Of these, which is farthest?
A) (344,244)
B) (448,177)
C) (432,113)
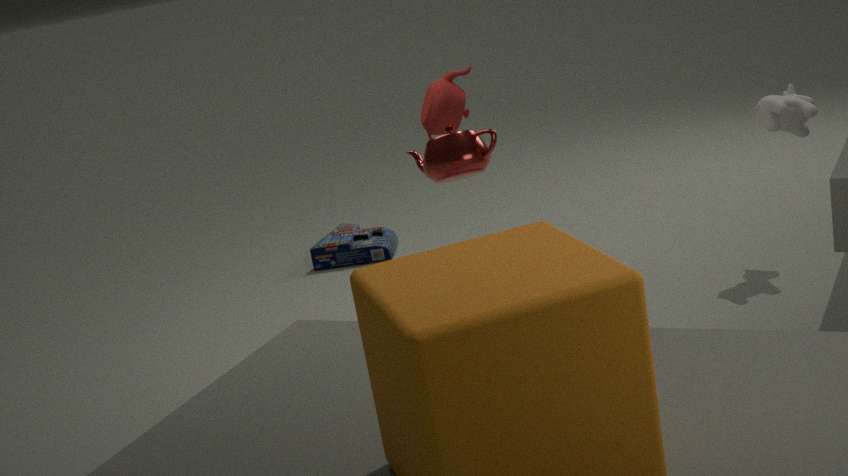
(344,244)
